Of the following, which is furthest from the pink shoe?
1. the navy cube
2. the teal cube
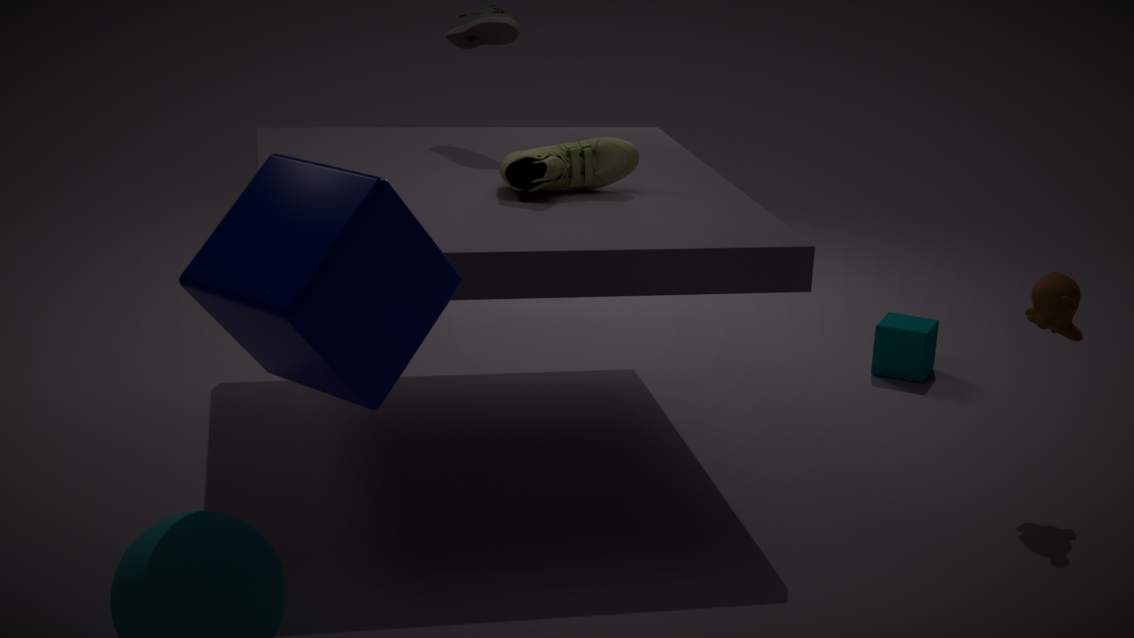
the teal cube
